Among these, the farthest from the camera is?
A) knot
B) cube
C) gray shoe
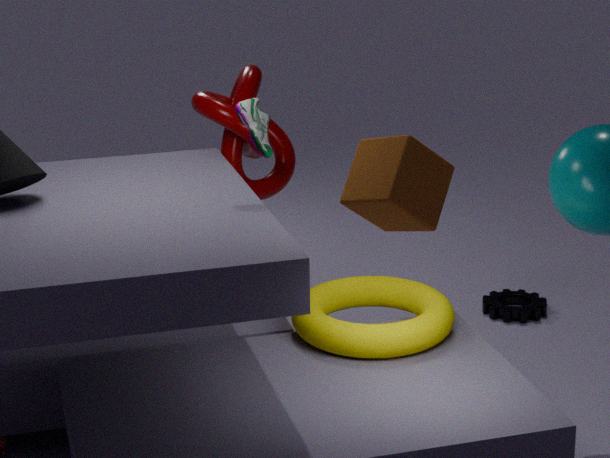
knot
